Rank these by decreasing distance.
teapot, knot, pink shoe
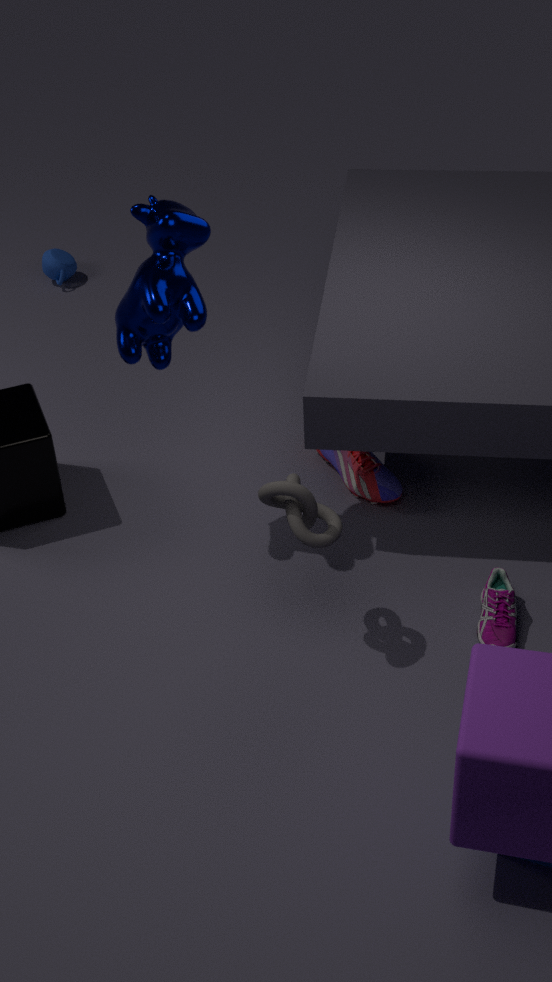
teapot → pink shoe → knot
